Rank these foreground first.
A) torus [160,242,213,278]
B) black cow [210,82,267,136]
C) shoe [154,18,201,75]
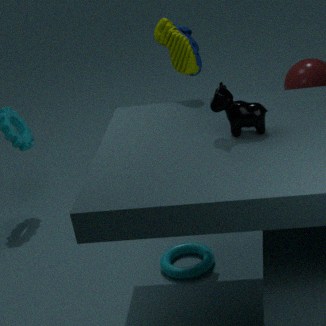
black cow [210,82,267,136] < shoe [154,18,201,75] < torus [160,242,213,278]
